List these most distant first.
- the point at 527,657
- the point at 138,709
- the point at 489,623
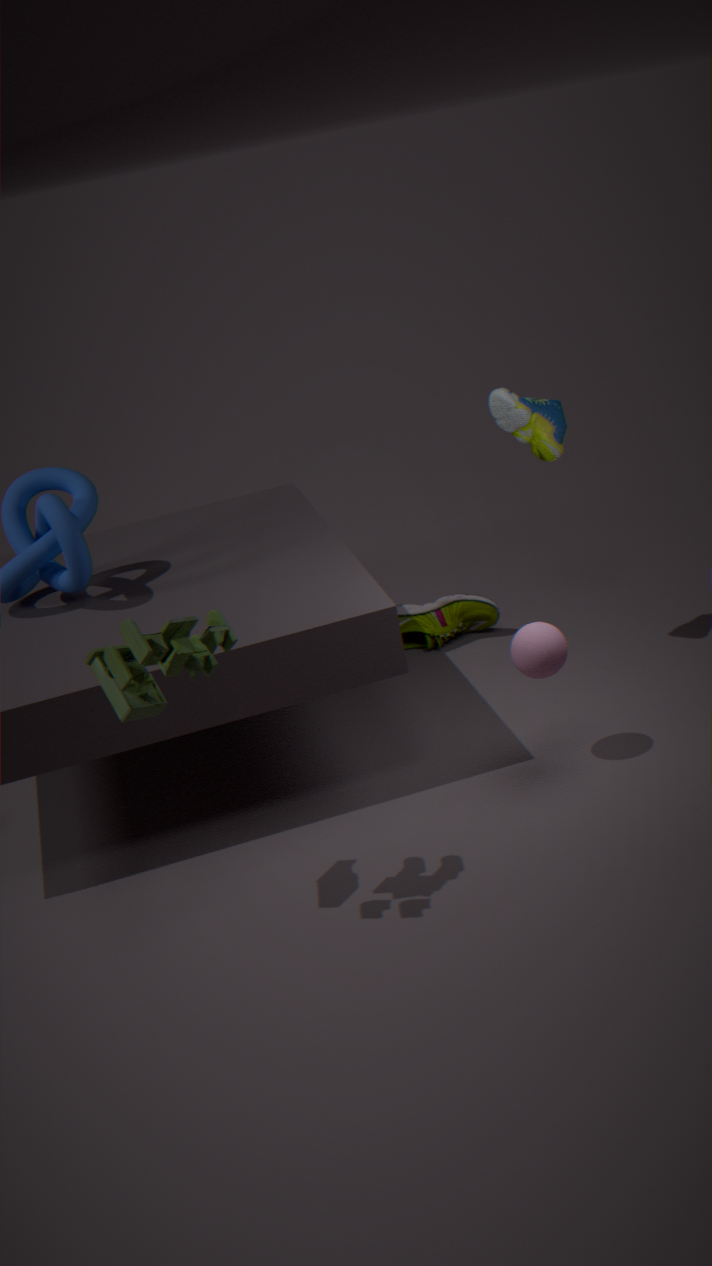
the point at 489,623, the point at 527,657, the point at 138,709
